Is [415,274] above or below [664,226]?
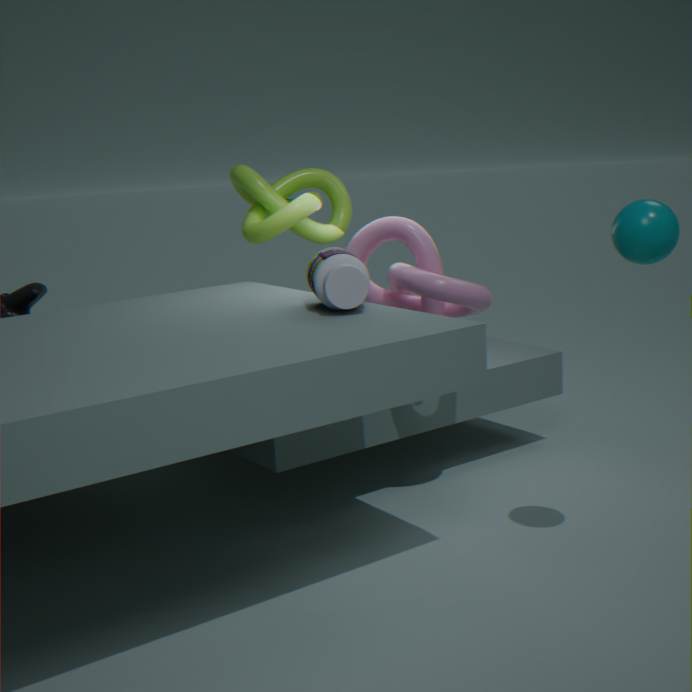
below
